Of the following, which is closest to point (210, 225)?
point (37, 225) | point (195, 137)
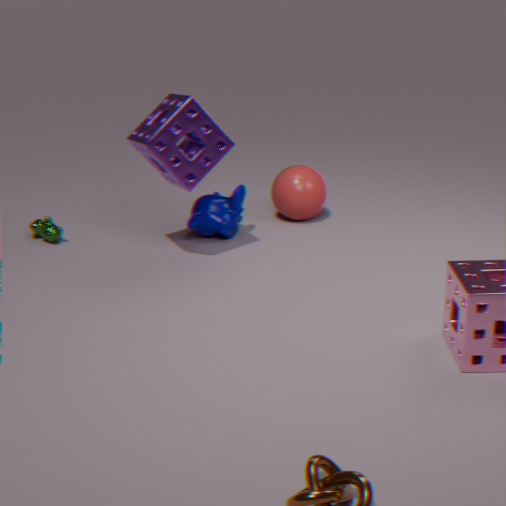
point (195, 137)
